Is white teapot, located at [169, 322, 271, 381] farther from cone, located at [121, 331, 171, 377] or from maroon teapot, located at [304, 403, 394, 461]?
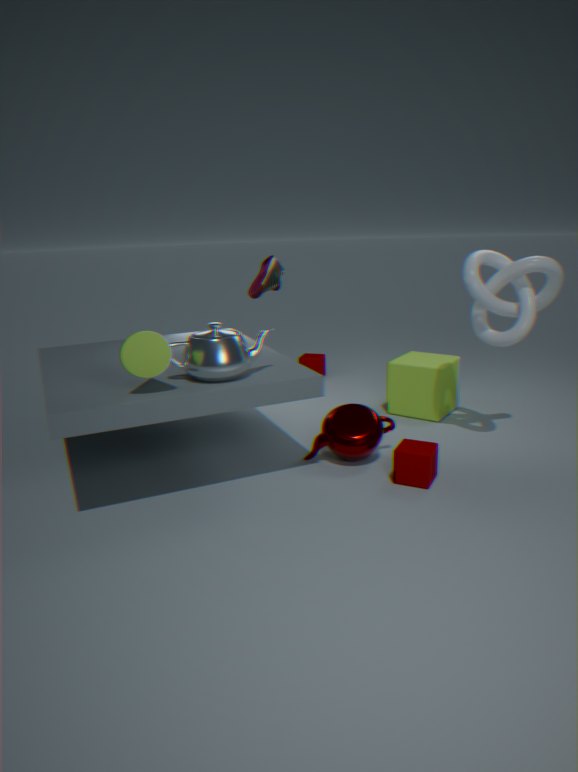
maroon teapot, located at [304, 403, 394, 461]
